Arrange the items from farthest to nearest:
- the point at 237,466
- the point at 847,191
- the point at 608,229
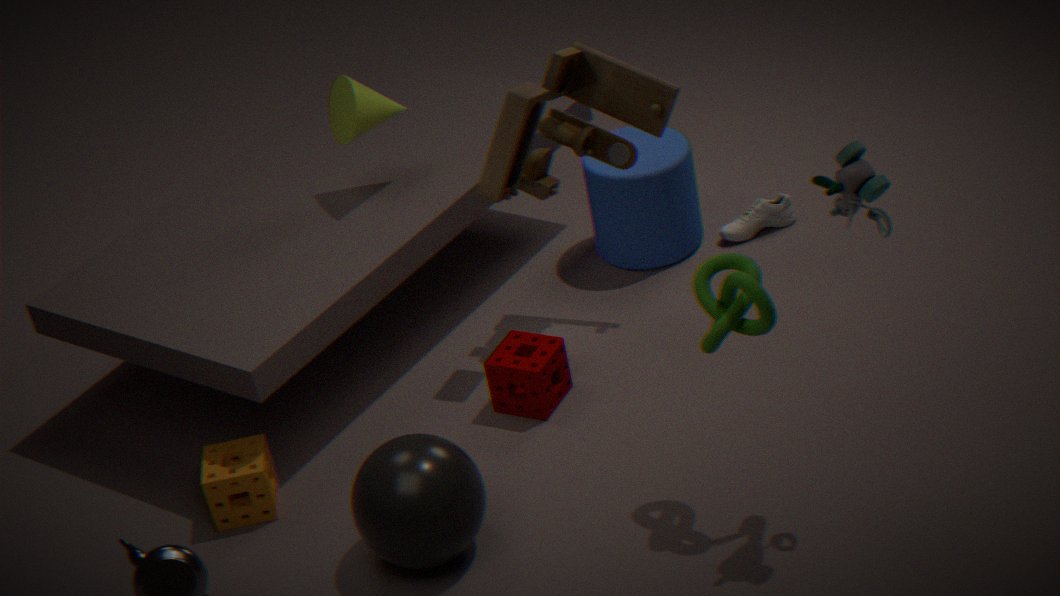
the point at 608,229, the point at 237,466, the point at 847,191
